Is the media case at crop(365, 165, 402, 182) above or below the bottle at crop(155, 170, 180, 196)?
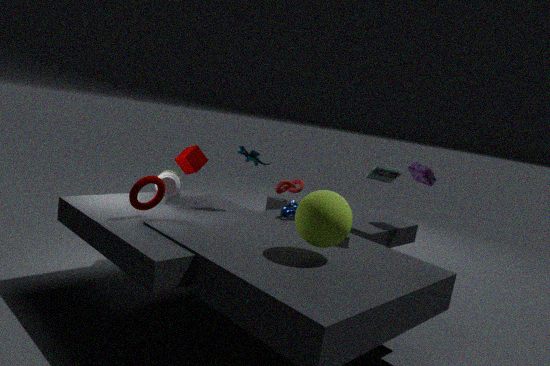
above
